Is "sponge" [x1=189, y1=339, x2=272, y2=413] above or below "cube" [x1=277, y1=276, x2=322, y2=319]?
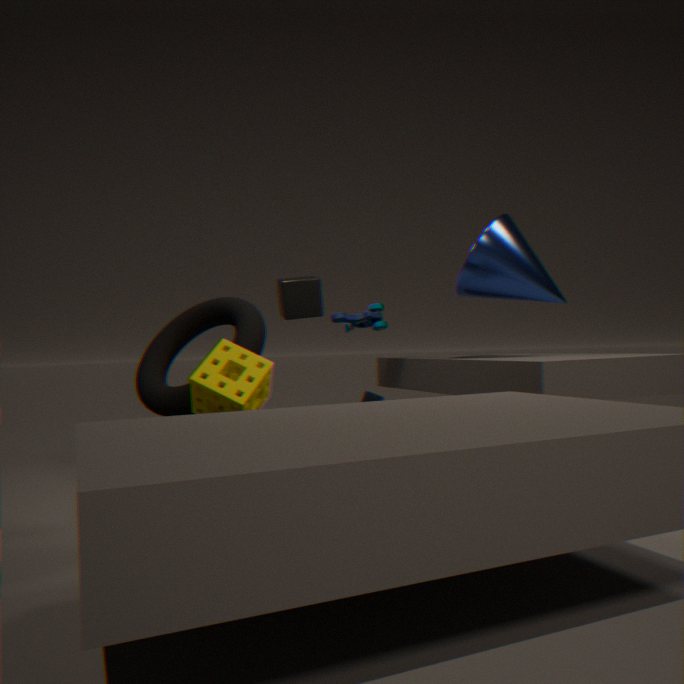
below
